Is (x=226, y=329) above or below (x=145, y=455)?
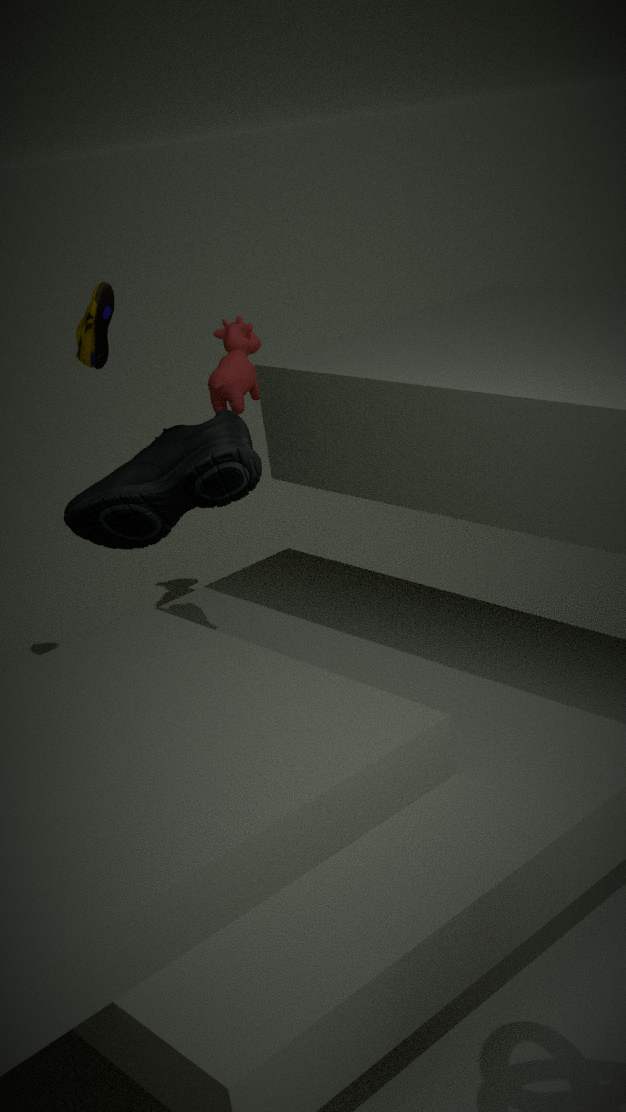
above
